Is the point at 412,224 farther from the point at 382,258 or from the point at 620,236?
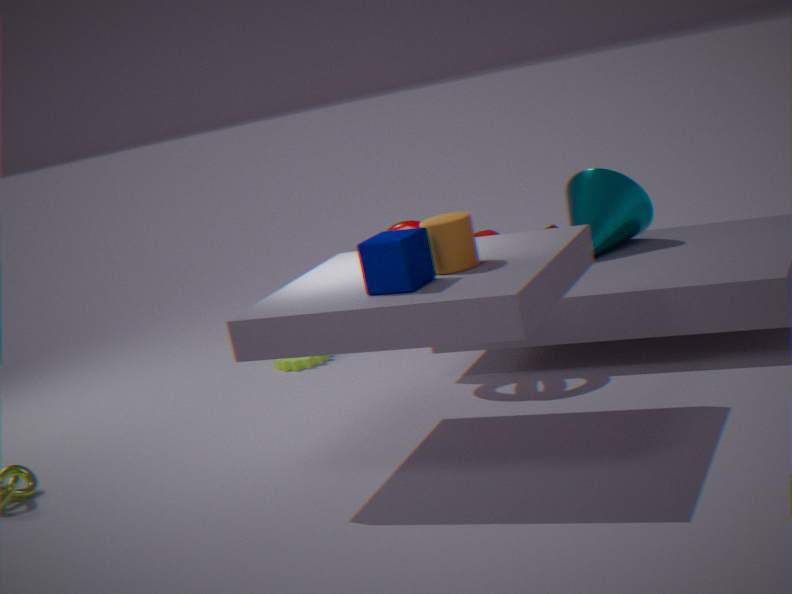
the point at 382,258
